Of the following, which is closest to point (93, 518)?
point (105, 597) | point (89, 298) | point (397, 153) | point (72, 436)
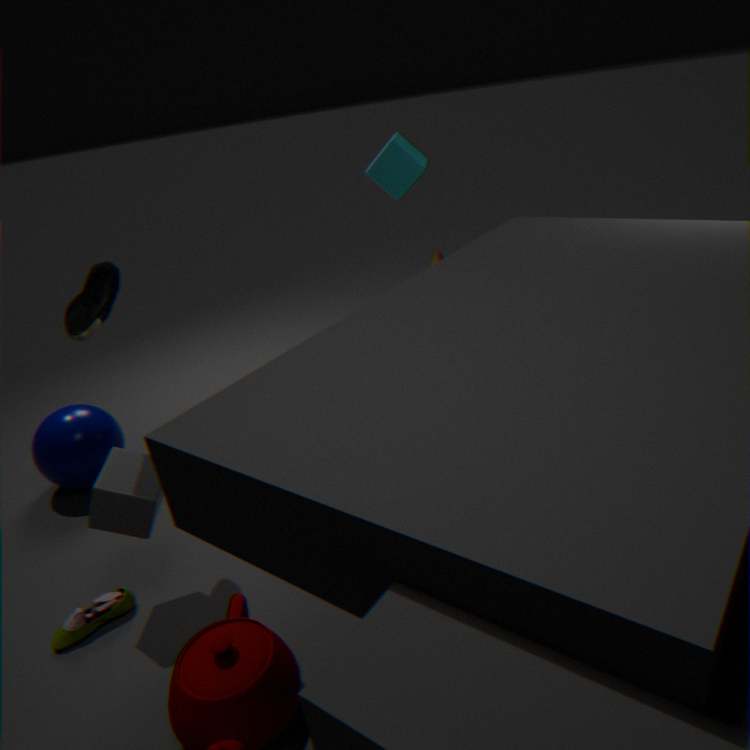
point (105, 597)
